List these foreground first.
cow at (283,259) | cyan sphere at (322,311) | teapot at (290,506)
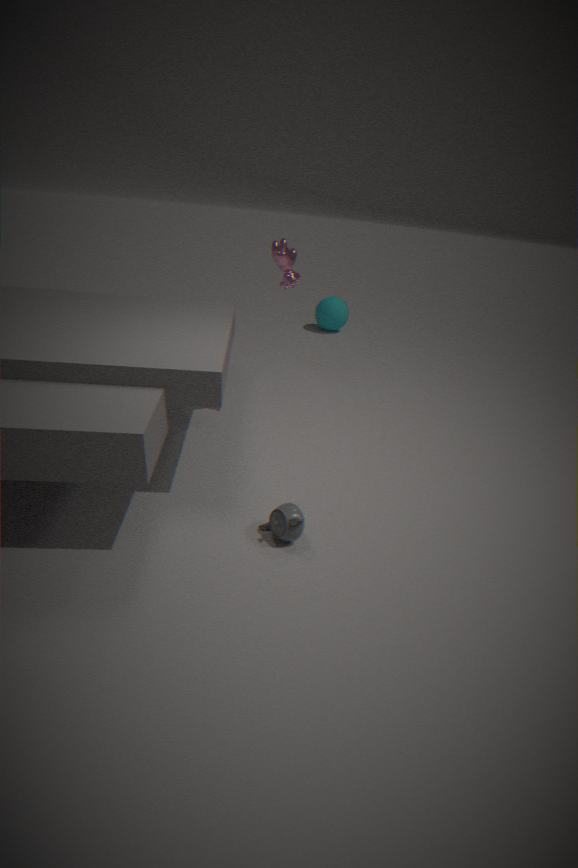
teapot at (290,506)
cow at (283,259)
cyan sphere at (322,311)
